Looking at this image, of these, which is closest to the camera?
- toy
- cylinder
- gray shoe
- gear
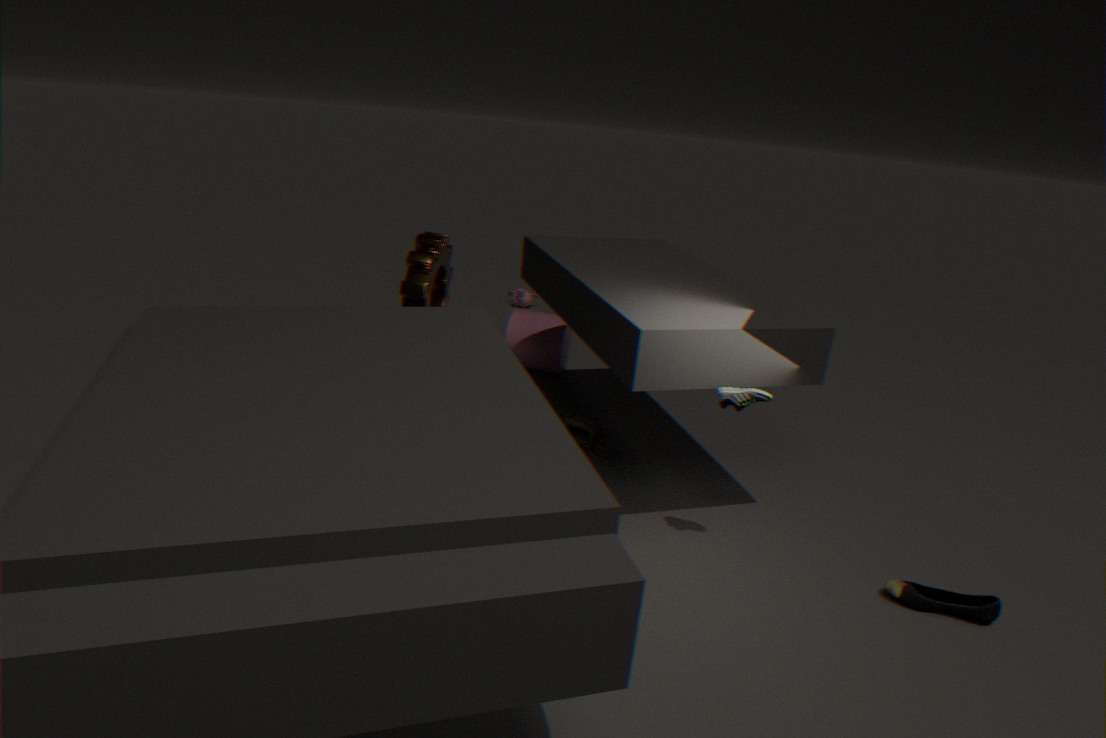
gray shoe
